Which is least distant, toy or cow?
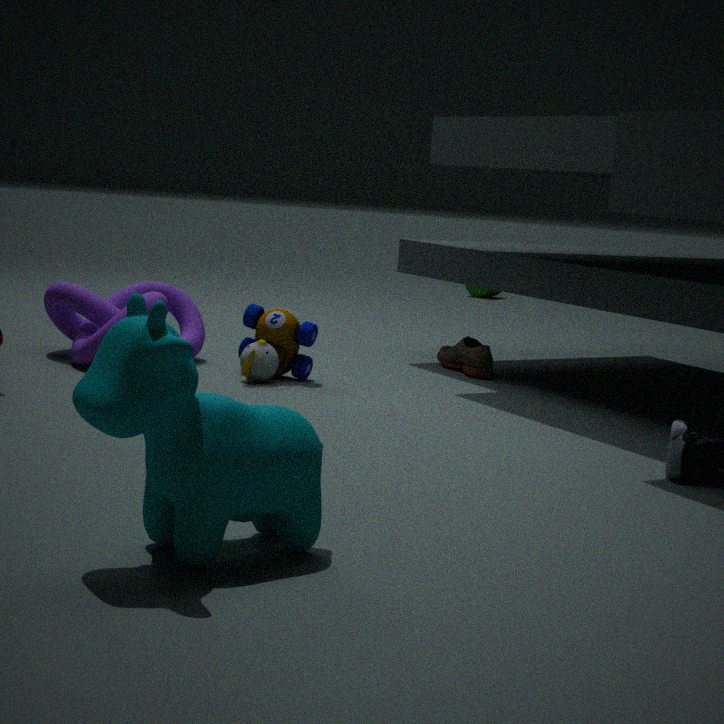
cow
